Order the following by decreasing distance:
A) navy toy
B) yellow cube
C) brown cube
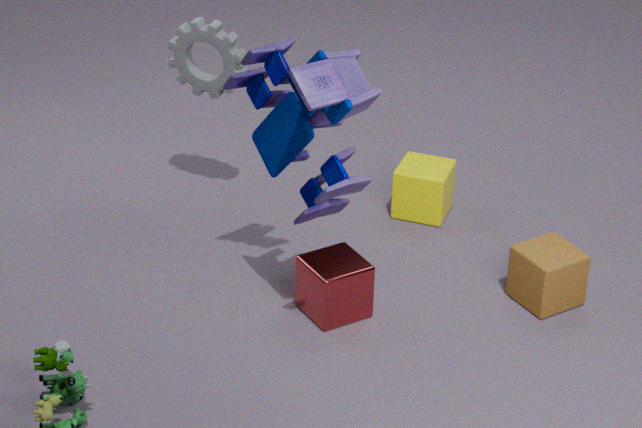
yellow cube → brown cube → navy toy
